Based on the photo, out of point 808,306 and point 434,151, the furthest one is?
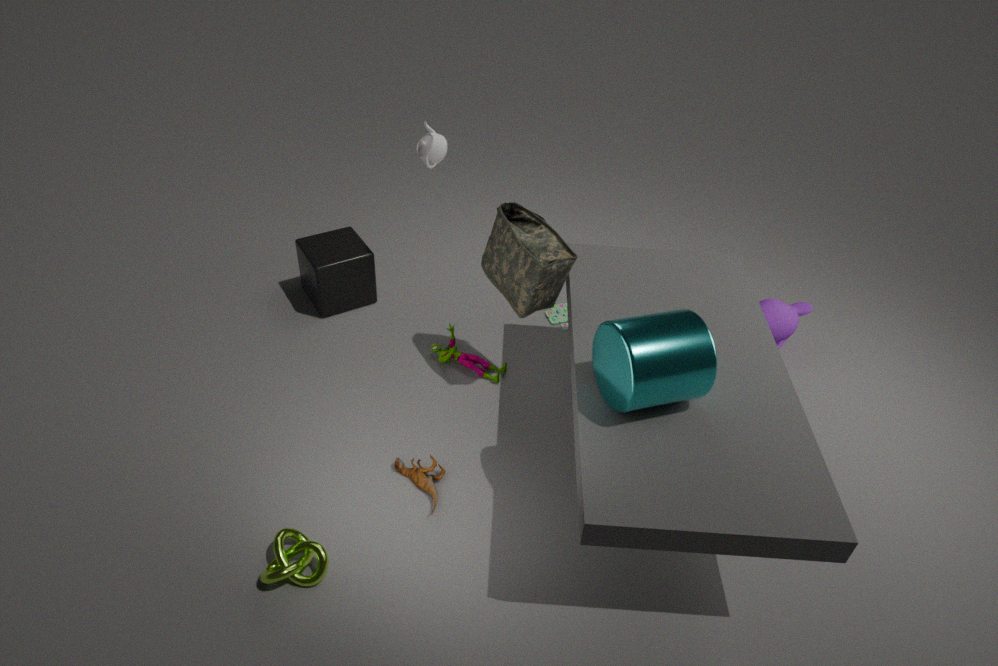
point 808,306
